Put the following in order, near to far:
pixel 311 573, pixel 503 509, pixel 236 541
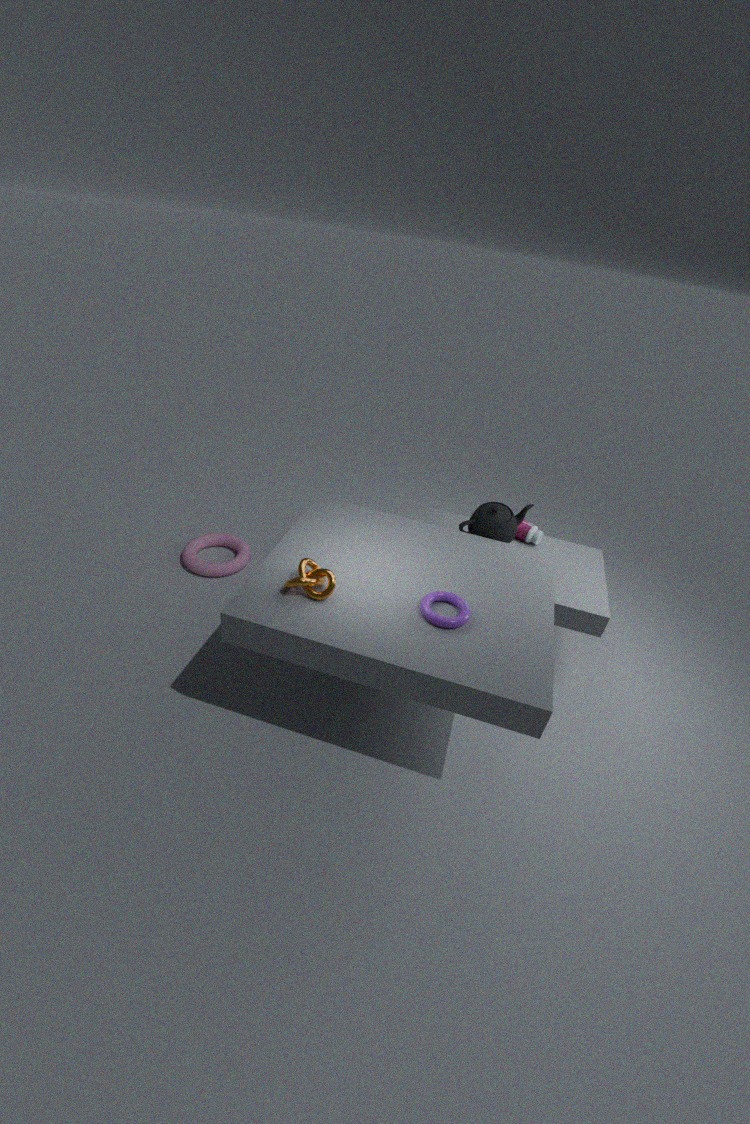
pixel 311 573
pixel 503 509
pixel 236 541
